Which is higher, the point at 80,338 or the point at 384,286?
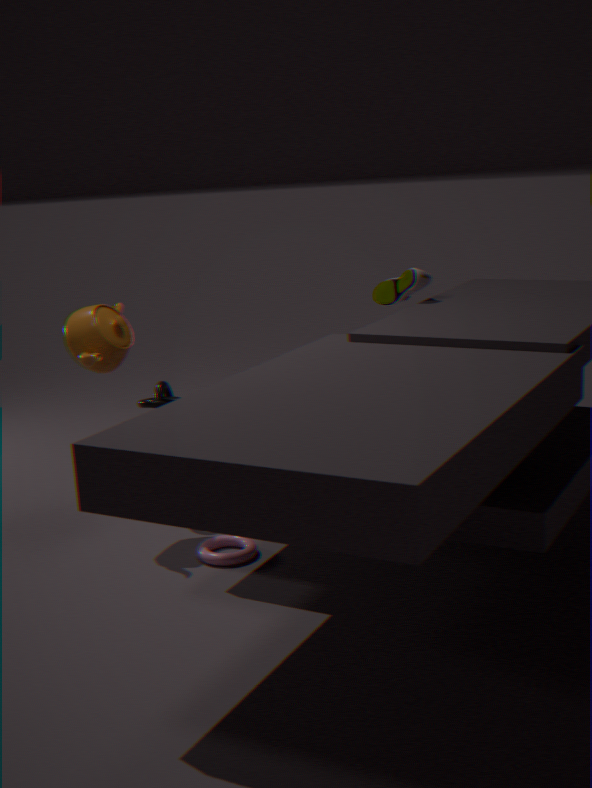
the point at 384,286
